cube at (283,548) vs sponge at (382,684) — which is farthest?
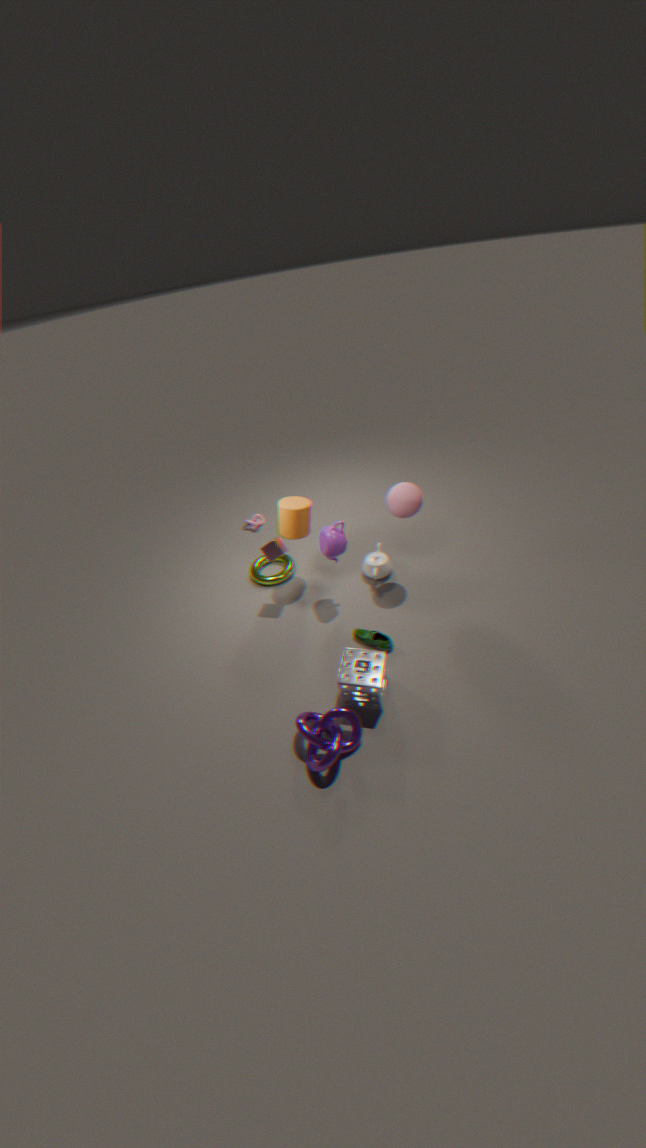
cube at (283,548)
